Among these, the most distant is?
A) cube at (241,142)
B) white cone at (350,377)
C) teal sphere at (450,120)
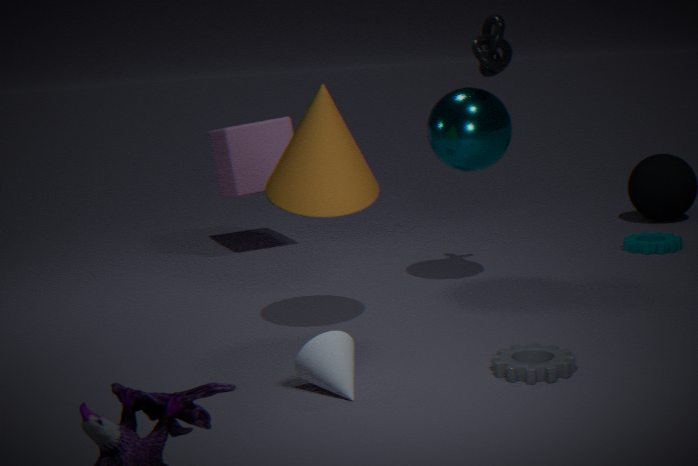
cube at (241,142)
